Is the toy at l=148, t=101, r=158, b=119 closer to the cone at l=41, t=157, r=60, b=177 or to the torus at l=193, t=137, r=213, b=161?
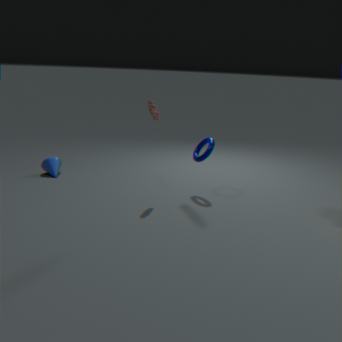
the torus at l=193, t=137, r=213, b=161
